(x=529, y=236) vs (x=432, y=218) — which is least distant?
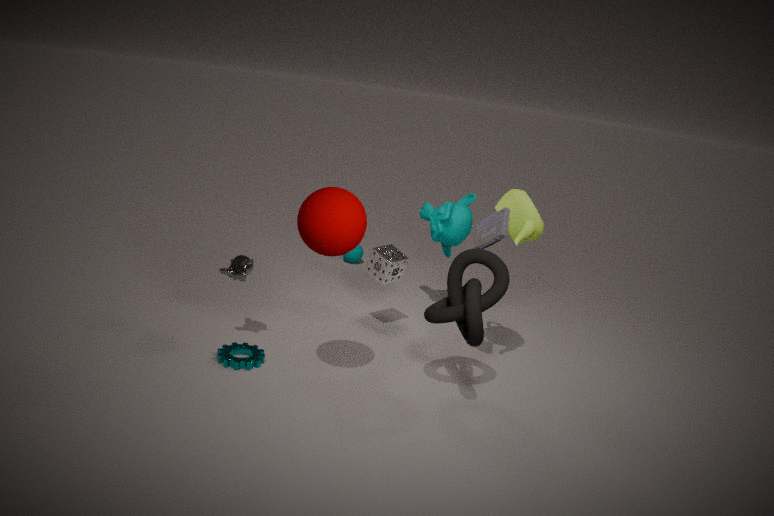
(x=529, y=236)
